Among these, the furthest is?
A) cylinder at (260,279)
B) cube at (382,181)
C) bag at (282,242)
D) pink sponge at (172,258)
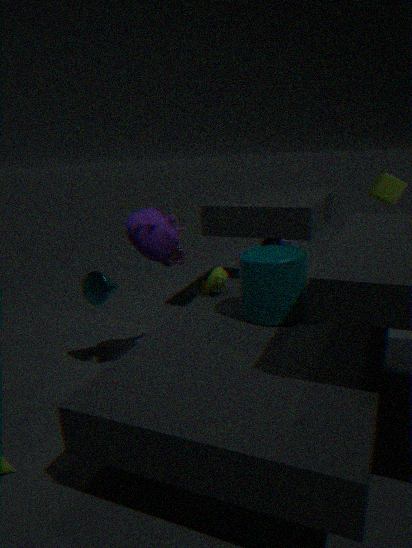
pink sponge at (172,258)
